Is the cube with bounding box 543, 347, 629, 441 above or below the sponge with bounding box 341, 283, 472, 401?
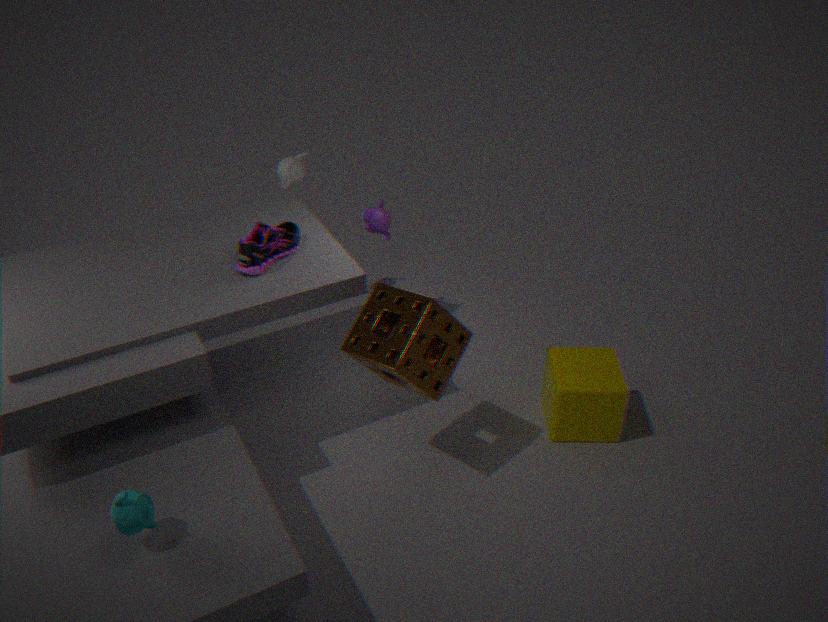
below
